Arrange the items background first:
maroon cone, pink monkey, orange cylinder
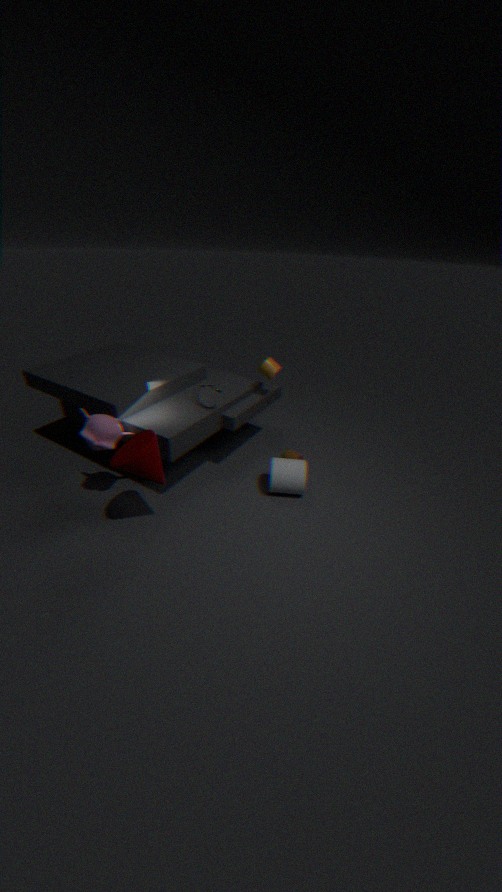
orange cylinder
pink monkey
maroon cone
